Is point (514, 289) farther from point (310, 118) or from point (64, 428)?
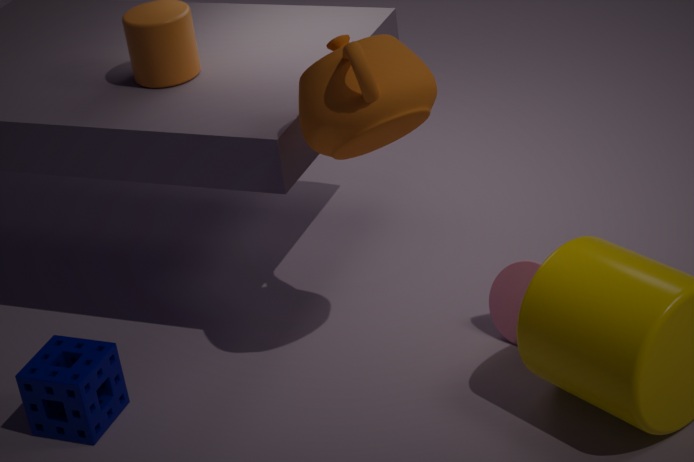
point (64, 428)
